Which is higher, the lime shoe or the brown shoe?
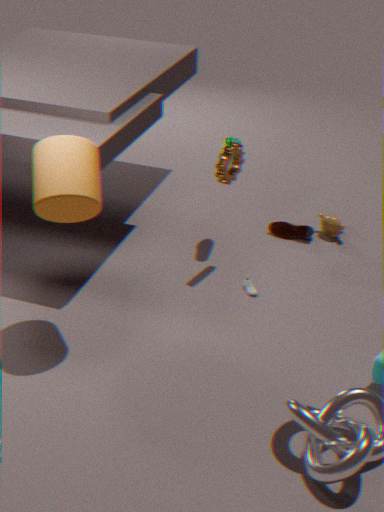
the lime shoe
